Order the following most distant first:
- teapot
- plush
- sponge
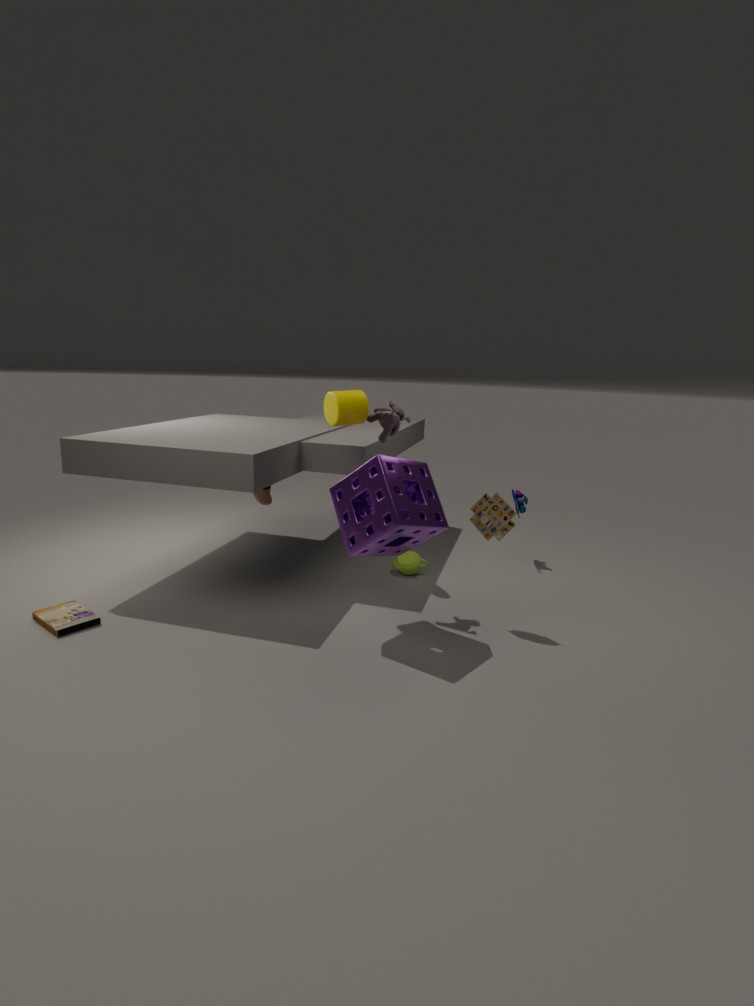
teapot, plush, sponge
